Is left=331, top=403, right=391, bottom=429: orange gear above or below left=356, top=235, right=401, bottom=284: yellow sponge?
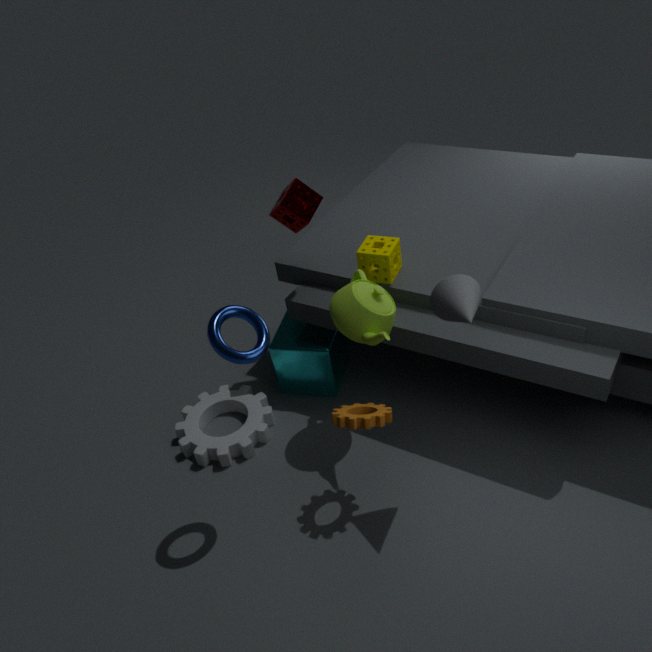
below
